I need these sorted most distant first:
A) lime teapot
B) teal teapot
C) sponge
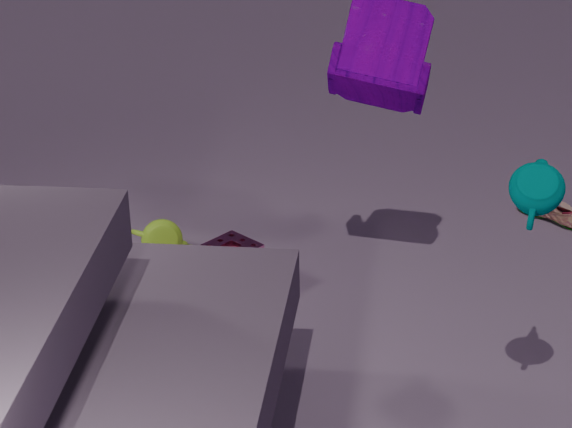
lime teapot, sponge, teal teapot
